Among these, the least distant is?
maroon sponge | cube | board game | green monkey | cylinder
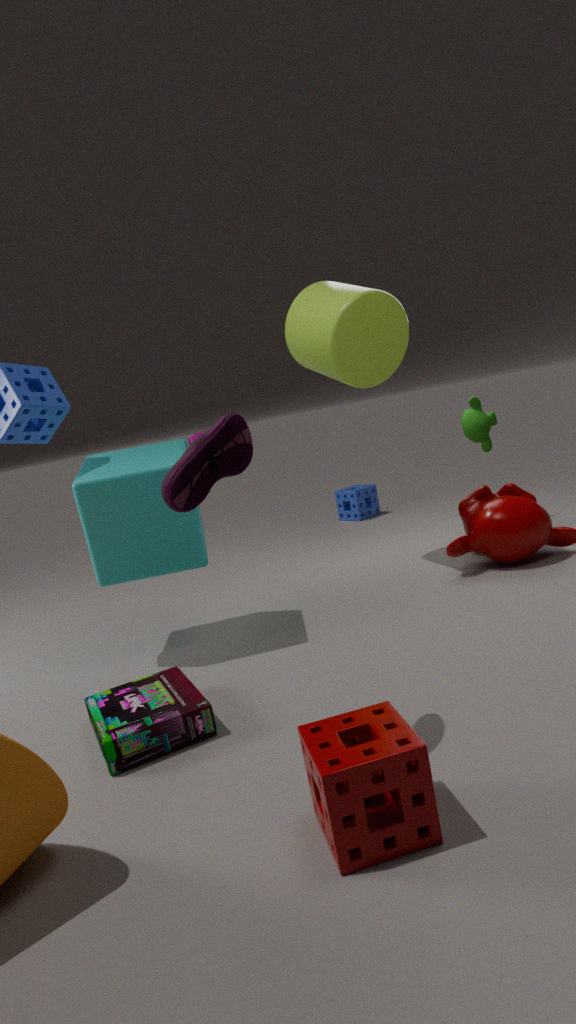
maroon sponge
